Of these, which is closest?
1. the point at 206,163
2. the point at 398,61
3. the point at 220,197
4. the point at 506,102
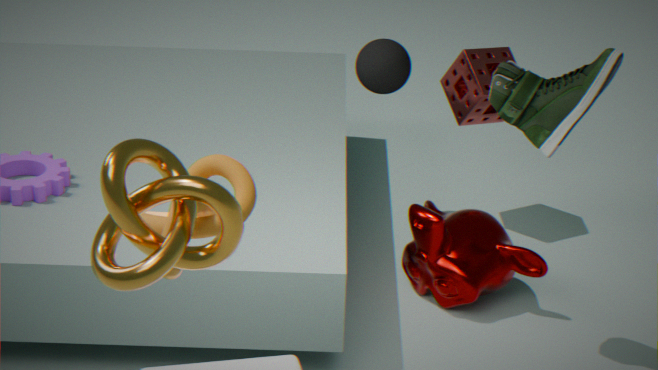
the point at 220,197
